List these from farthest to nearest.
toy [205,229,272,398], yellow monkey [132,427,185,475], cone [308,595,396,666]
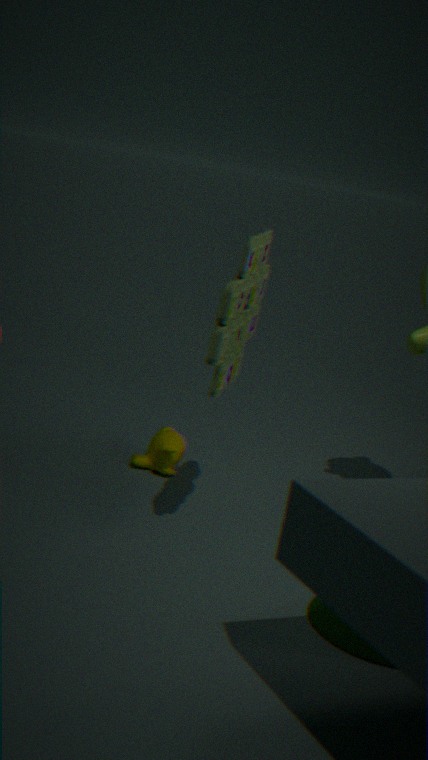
yellow monkey [132,427,185,475] → toy [205,229,272,398] → cone [308,595,396,666]
